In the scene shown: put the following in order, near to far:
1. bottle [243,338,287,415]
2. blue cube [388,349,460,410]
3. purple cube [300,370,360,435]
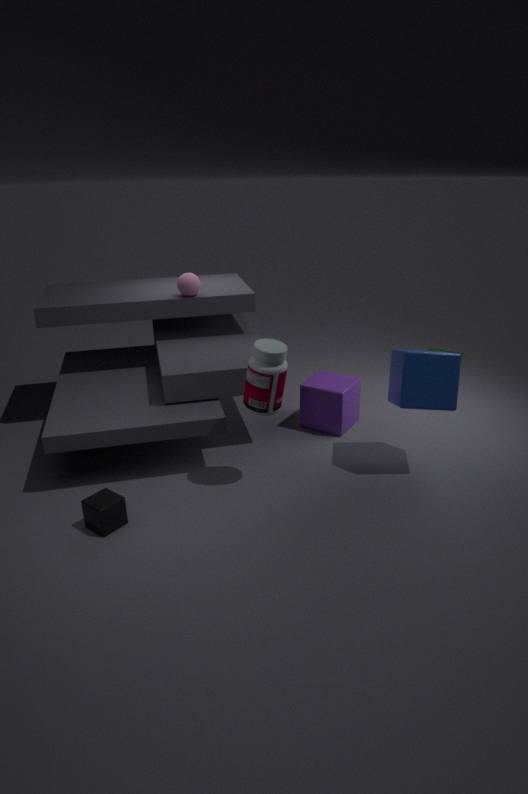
bottle [243,338,287,415] → blue cube [388,349,460,410] → purple cube [300,370,360,435]
